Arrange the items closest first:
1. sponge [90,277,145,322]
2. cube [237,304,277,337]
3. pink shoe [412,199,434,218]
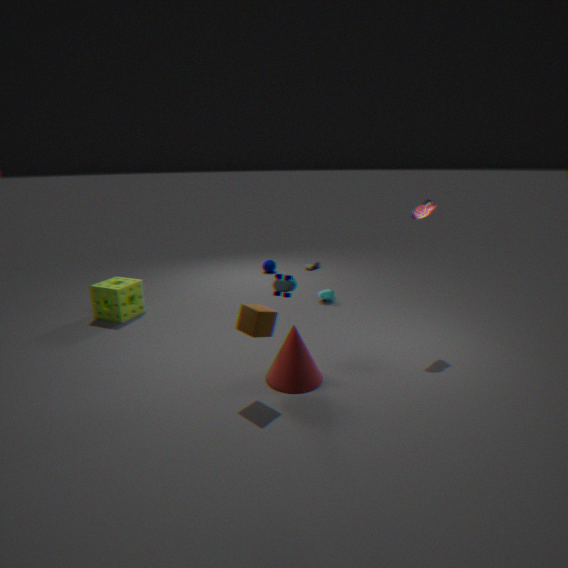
cube [237,304,277,337] → pink shoe [412,199,434,218] → sponge [90,277,145,322]
